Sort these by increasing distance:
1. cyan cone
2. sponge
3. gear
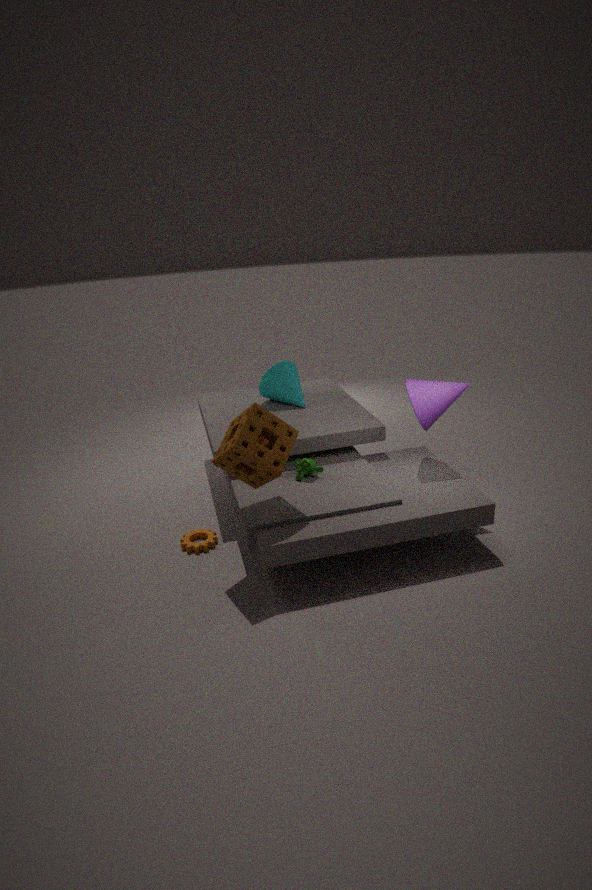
sponge
gear
cyan cone
